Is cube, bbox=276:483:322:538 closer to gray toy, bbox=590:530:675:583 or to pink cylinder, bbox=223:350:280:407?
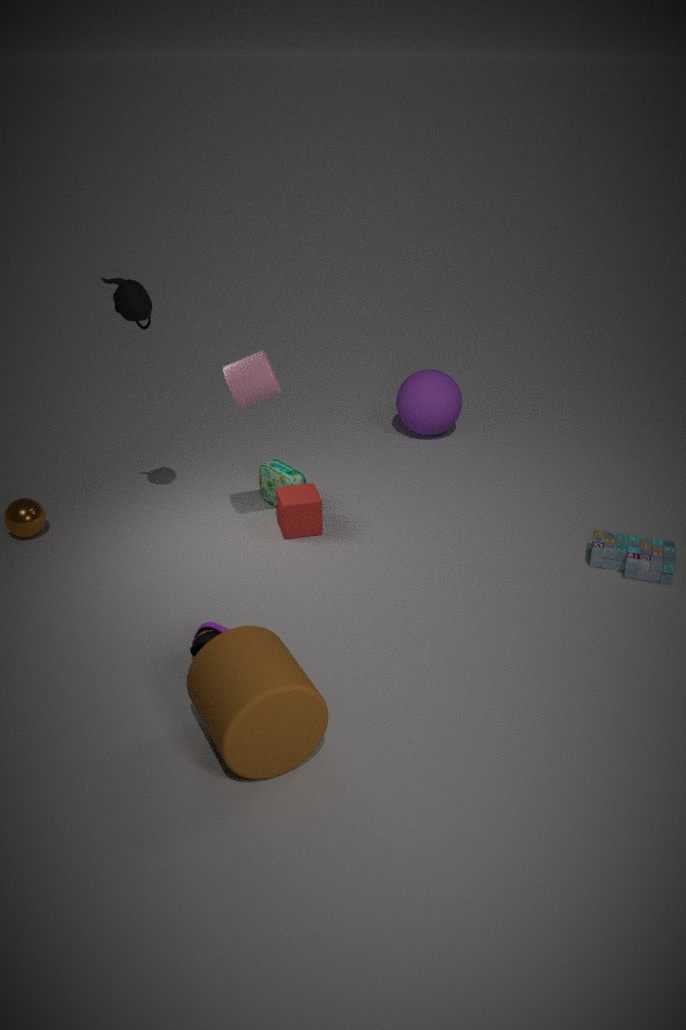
pink cylinder, bbox=223:350:280:407
